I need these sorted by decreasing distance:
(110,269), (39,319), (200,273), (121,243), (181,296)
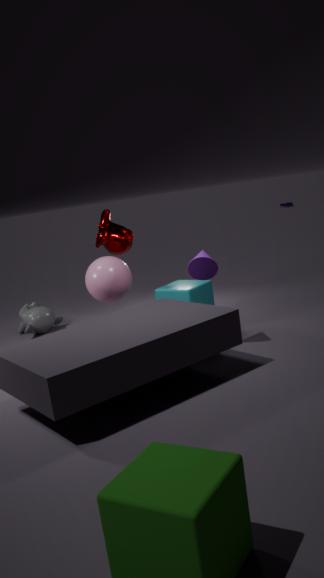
(39,319)
(121,243)
(181,296)
(110,269)
(200,273)
